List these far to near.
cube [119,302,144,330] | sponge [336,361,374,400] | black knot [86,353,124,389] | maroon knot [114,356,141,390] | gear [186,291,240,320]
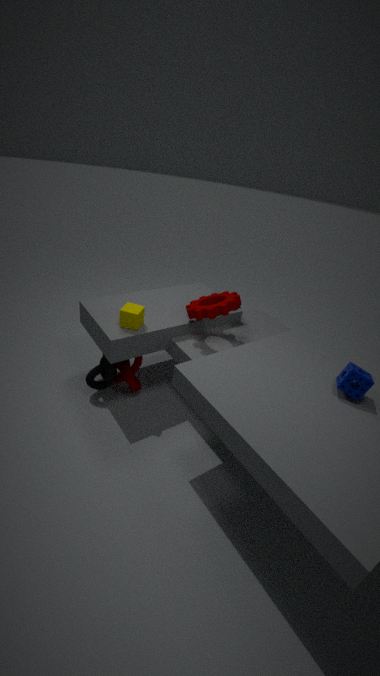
maroon knot [114,356,141,390] < black knot [86,353,124,389] < gear [186,291,240,320] < cube [119,302,144,330] < sponge [336,361,374,400]
